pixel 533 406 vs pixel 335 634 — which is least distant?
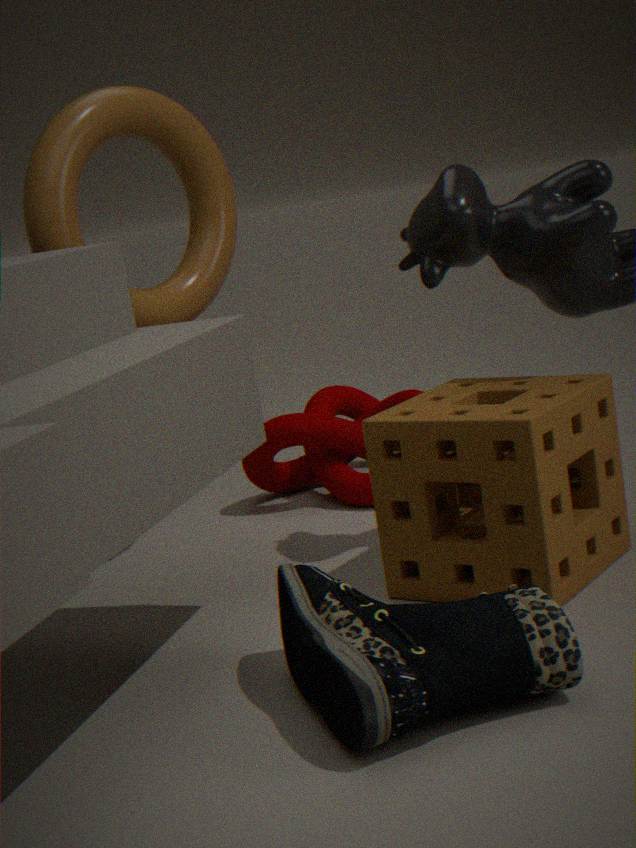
pixel 335 634
